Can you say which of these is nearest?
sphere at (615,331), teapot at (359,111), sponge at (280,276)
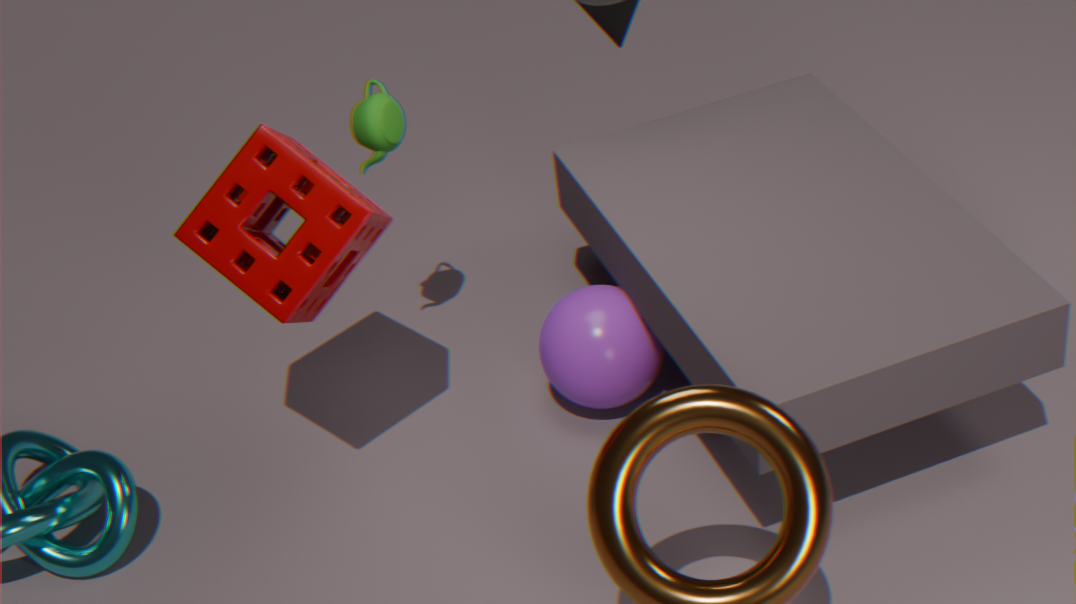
sponge at (280,276)
